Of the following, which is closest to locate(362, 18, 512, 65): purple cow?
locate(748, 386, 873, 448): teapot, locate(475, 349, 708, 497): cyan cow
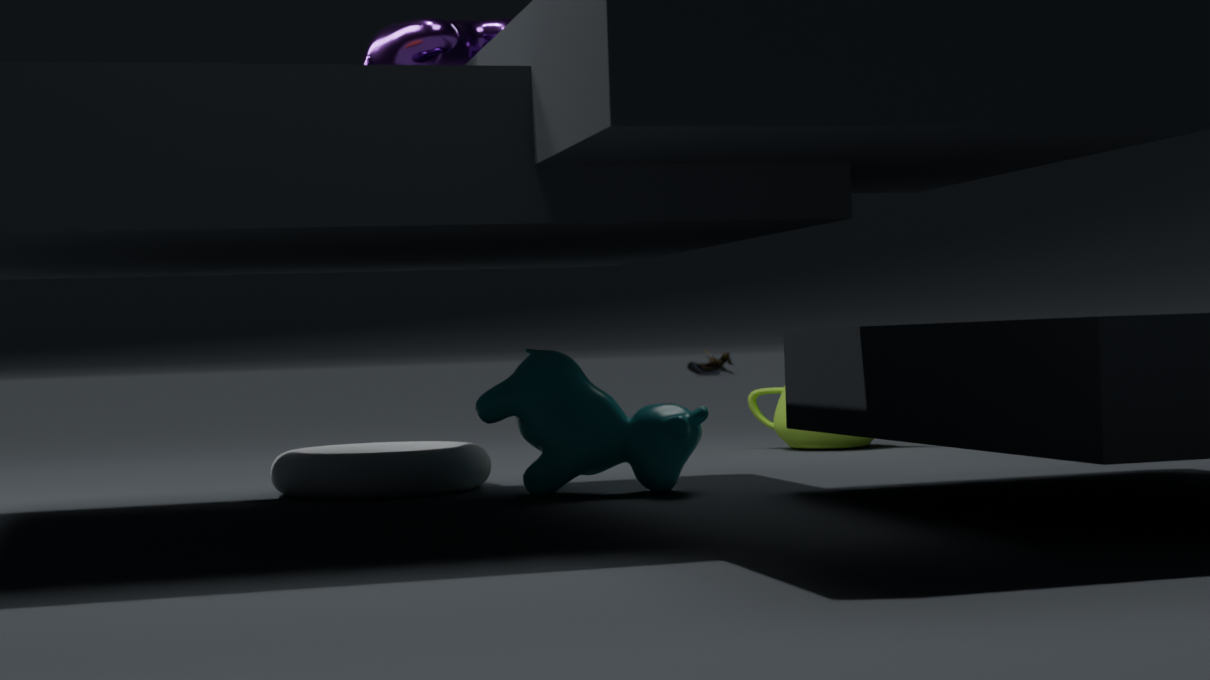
locate(475, 349, 708, 497): cyan cow
